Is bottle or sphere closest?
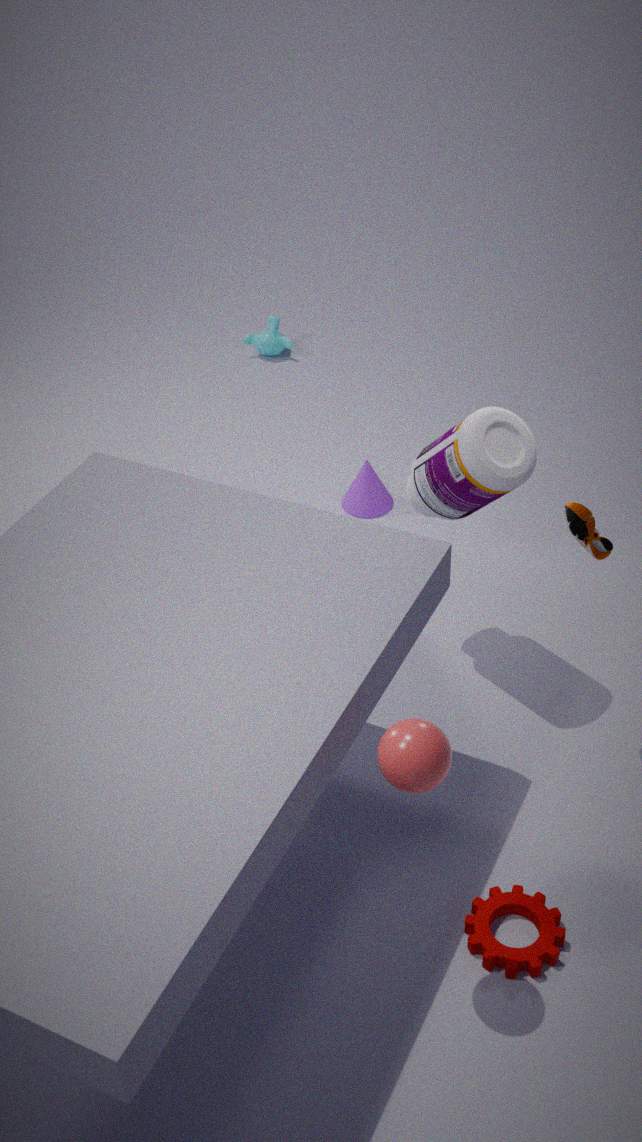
sphere
